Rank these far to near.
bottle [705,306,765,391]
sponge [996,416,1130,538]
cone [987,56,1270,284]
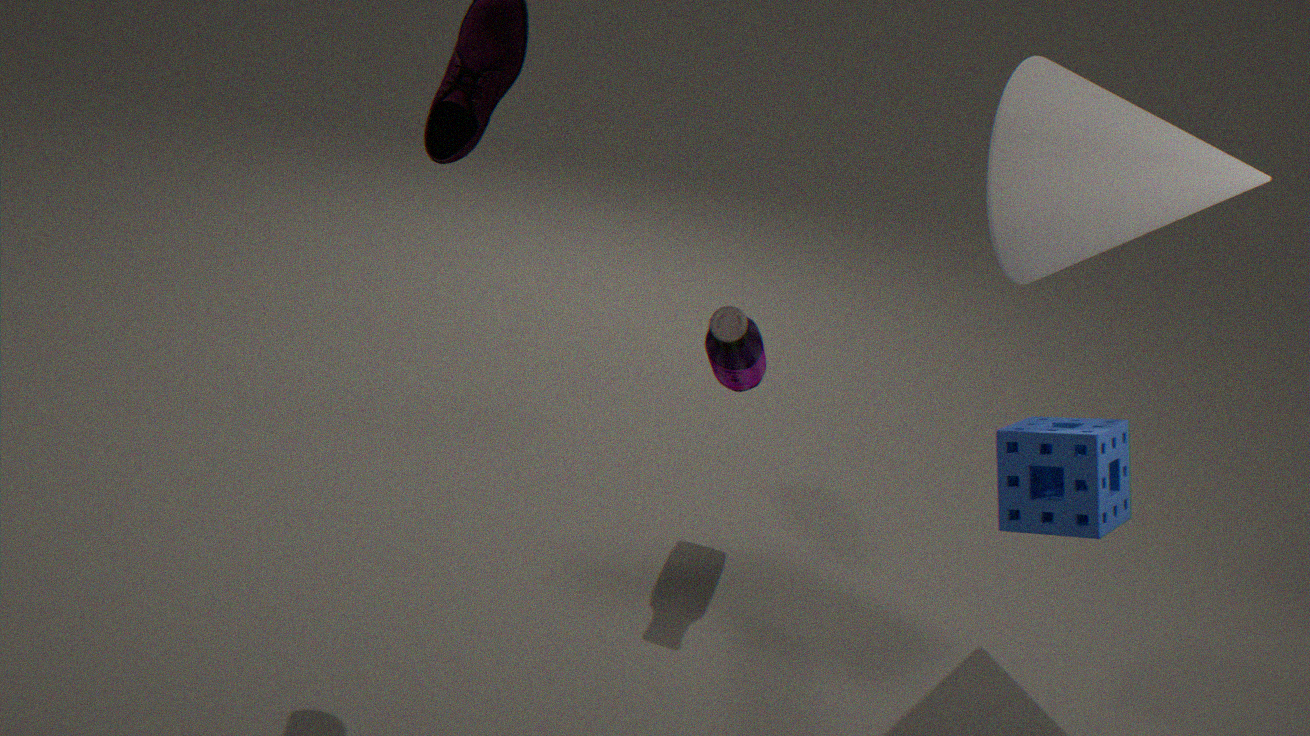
1. bottle [705,306,765,391]
2. cone [987,56,1270,284]
3. sponge [996,416,1130,538]
